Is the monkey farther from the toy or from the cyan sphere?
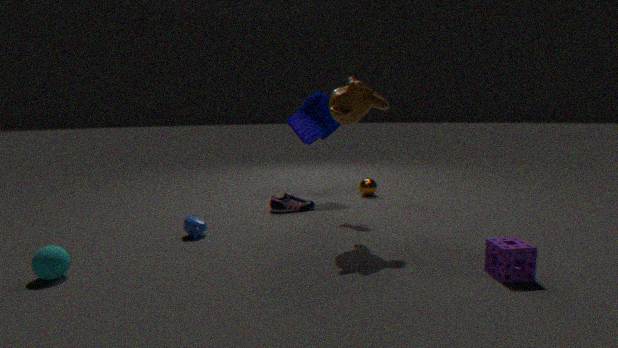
the cyan sphere
